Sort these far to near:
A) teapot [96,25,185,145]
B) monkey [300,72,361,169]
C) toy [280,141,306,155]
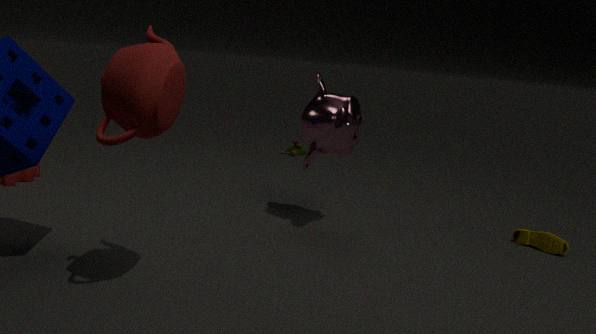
toy [280,141,306,155]
monkey [300,72,361,169]
teapot [96,25,185,145]
